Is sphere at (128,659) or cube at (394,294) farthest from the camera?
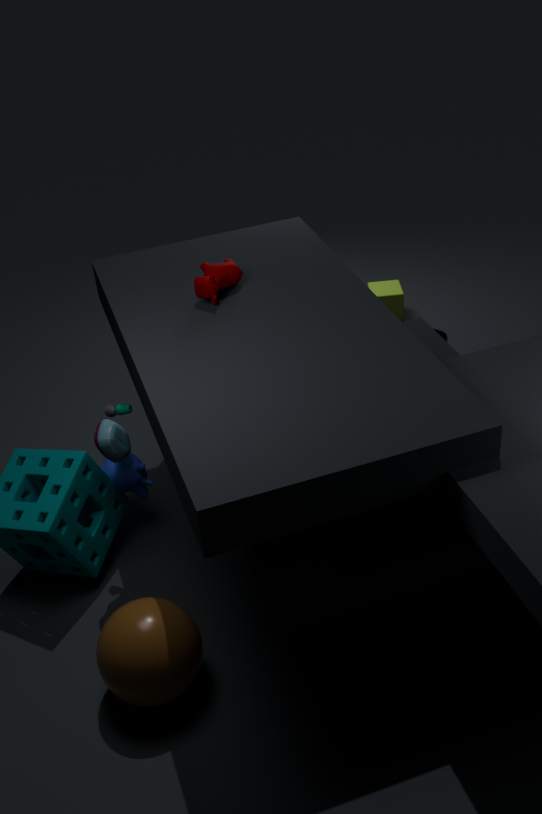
cube at (394,294)
